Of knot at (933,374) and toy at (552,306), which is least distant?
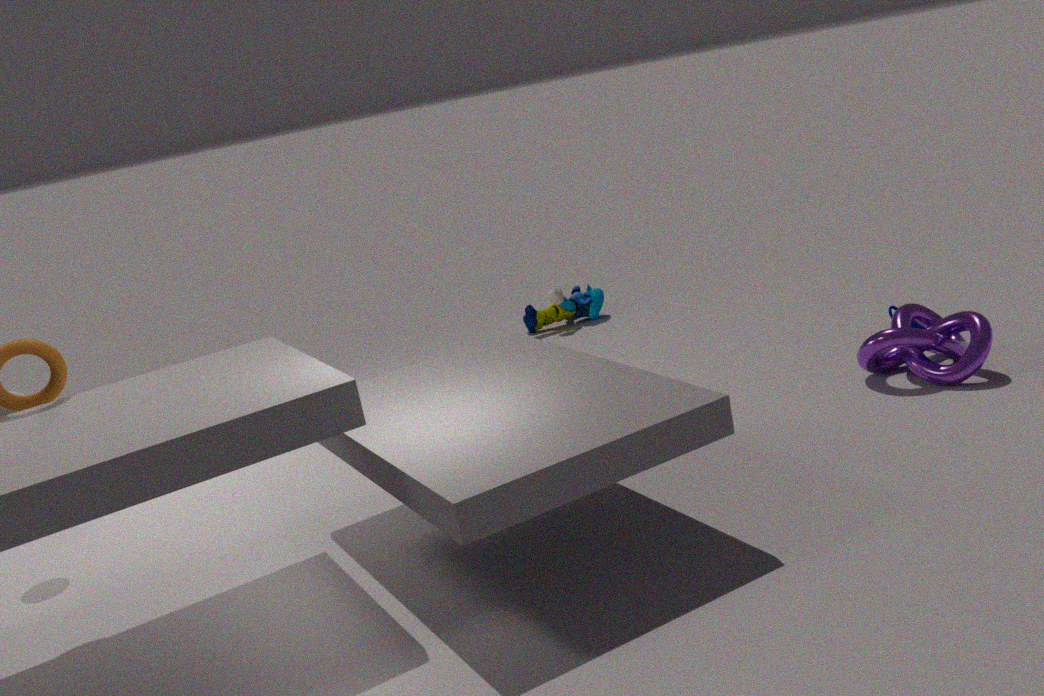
knot at (933,374)
